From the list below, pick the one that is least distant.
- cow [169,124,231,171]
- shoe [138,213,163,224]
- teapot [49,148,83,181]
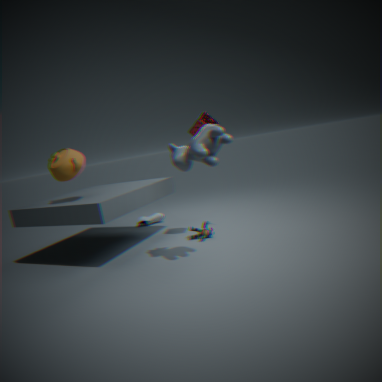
cow [169,124,231,171]
